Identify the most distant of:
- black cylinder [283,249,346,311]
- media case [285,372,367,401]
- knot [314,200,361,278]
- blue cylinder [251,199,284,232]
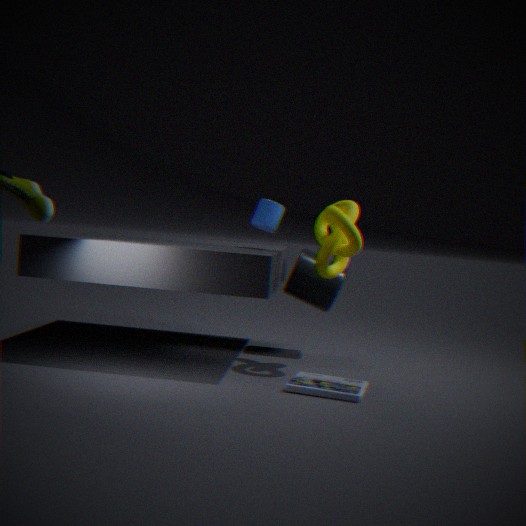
black cylinder [283,249,346,311]
